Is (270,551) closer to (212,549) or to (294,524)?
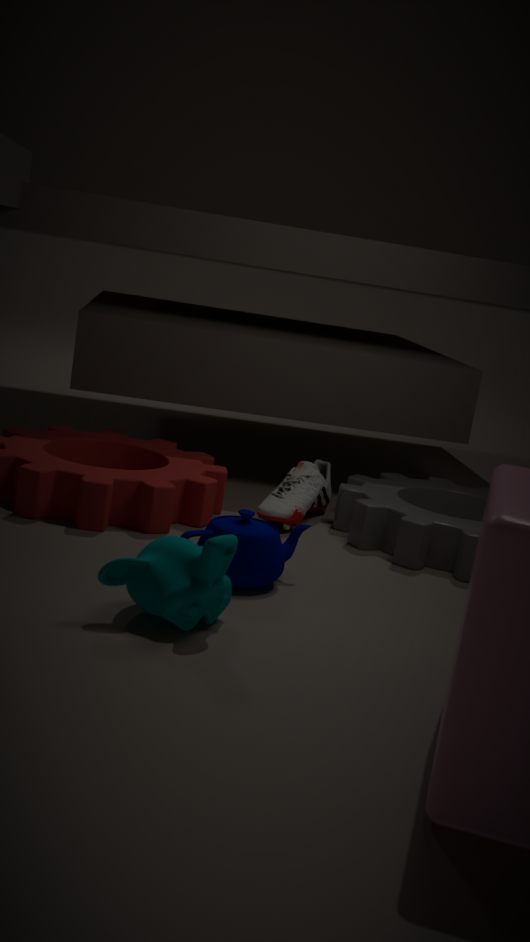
(212,549)
